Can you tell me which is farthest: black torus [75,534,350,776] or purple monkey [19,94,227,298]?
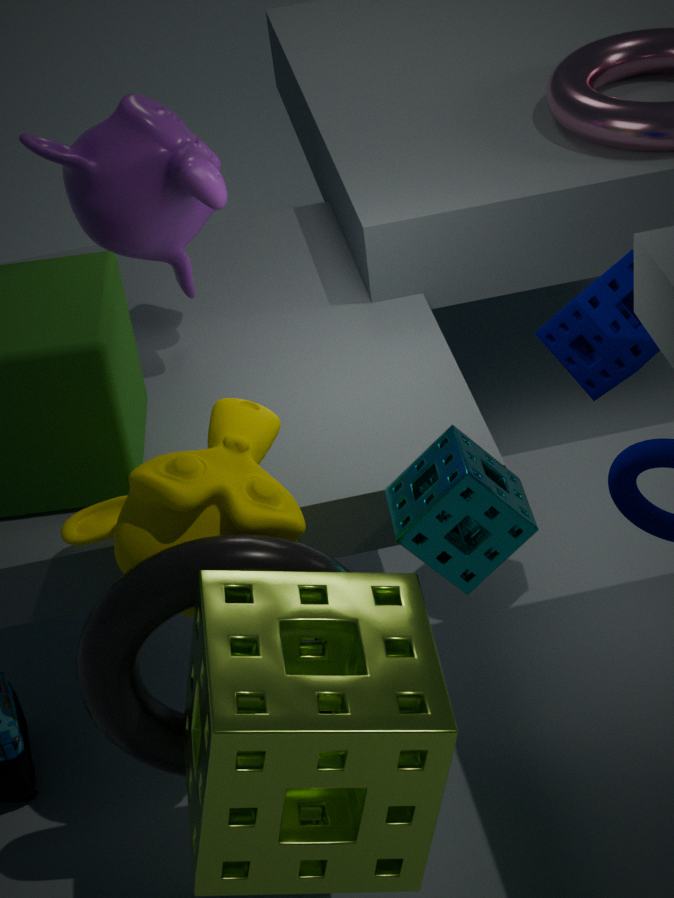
purple monkey [19,94,227,298]
